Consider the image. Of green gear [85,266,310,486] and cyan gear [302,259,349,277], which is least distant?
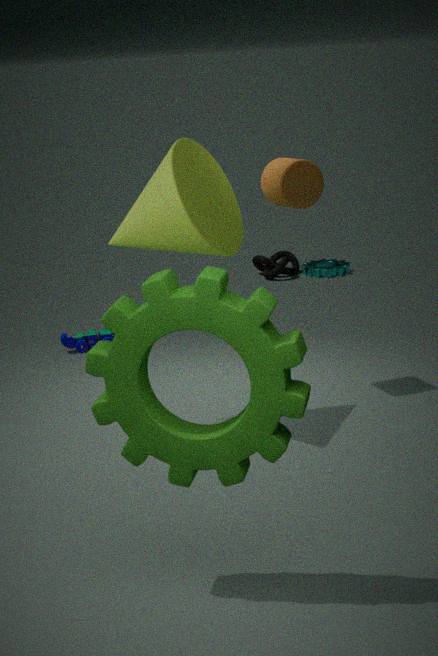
green gear [85,266,310,486]
